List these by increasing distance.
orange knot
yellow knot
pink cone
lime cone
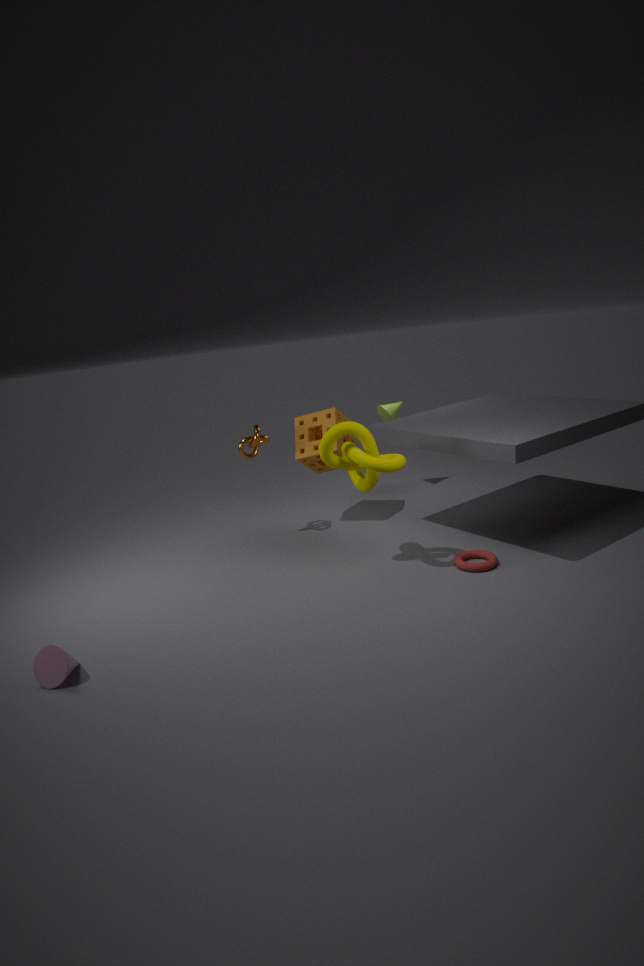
pink cone
yellow knot
orange knot
lime cone
